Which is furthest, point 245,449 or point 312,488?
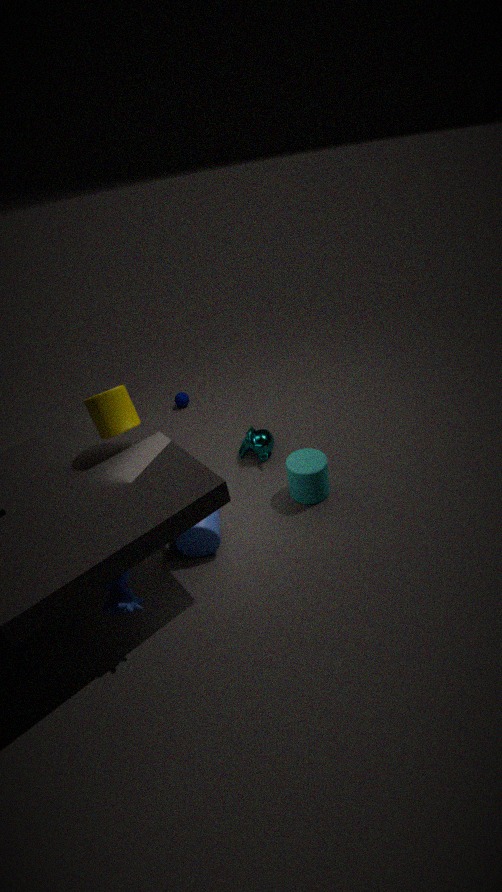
point 245,449
